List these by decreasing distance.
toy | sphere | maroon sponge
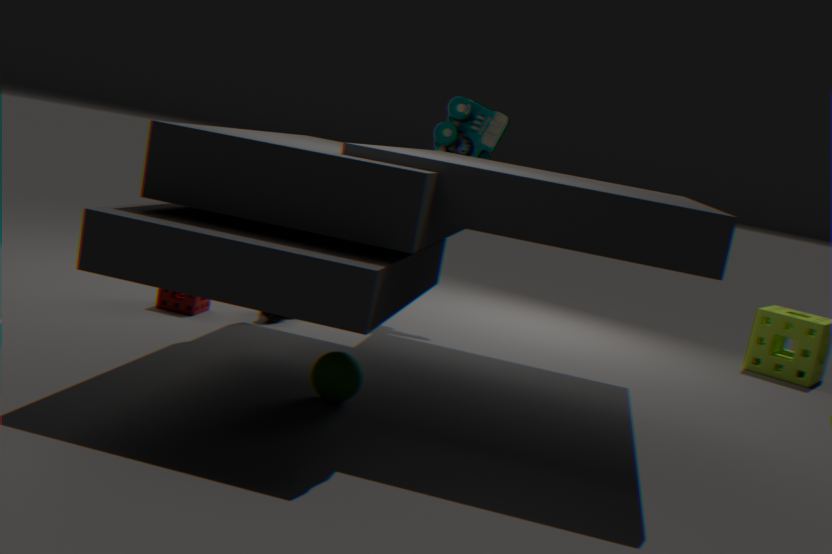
1. toy
2. maroon sponge
3. sphere
